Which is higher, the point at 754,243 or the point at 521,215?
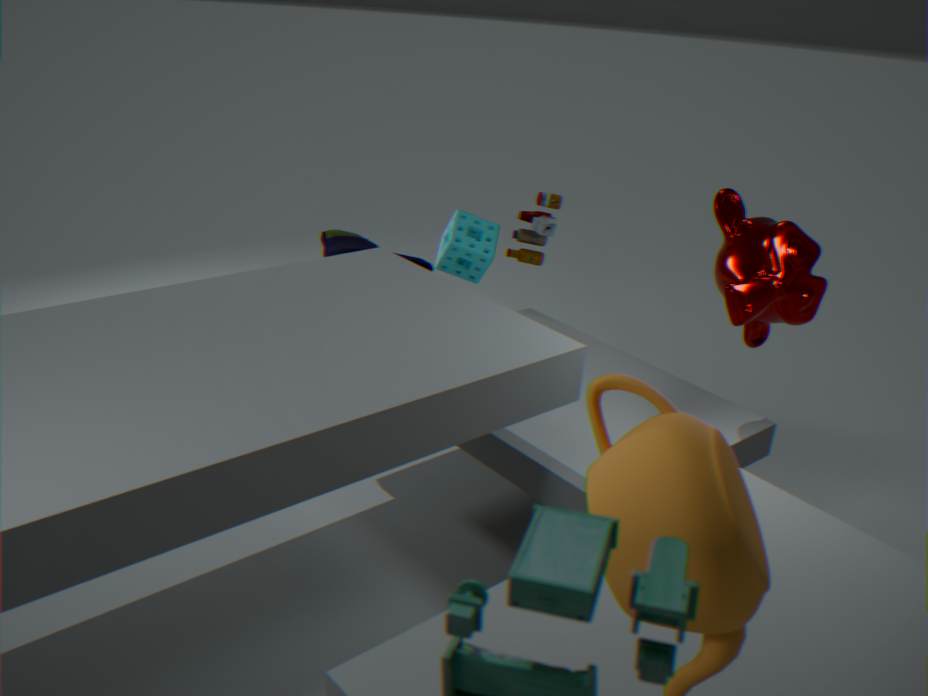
the point at 754,243
